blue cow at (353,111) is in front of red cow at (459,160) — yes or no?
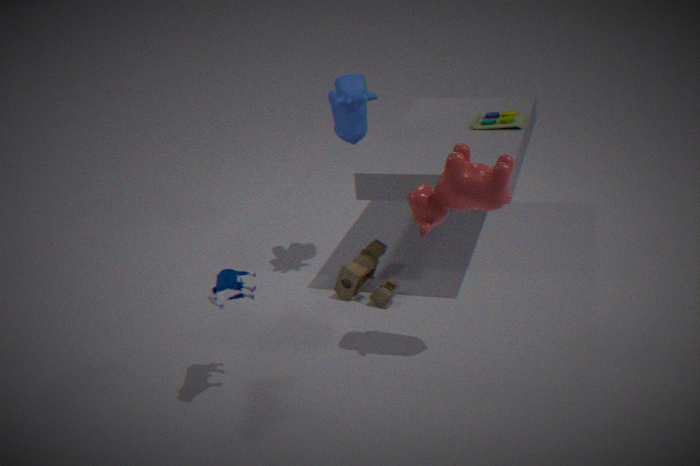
No
